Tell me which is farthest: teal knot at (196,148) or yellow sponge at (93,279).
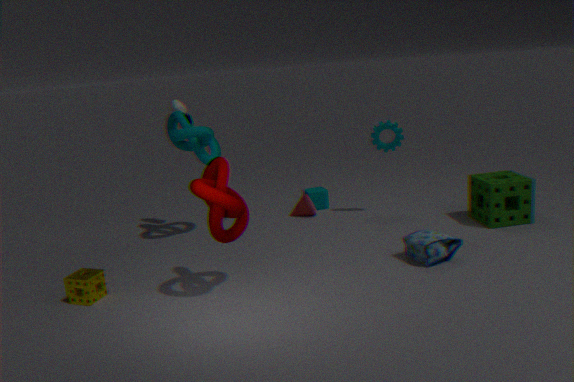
teal knot at (196,148)
